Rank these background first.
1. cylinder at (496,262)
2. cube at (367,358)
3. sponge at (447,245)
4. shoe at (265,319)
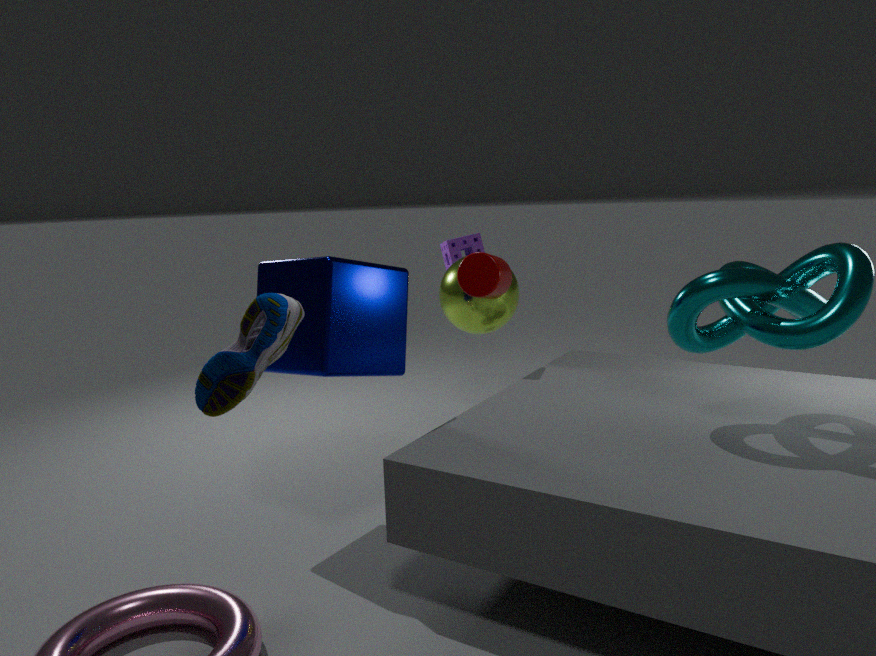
sponge at (447,245)
cylinder at (496,262)
cube at (367,358)
shoe at (265,319)
